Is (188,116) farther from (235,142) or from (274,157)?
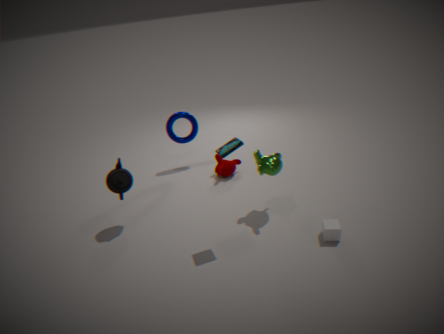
(235,142)
